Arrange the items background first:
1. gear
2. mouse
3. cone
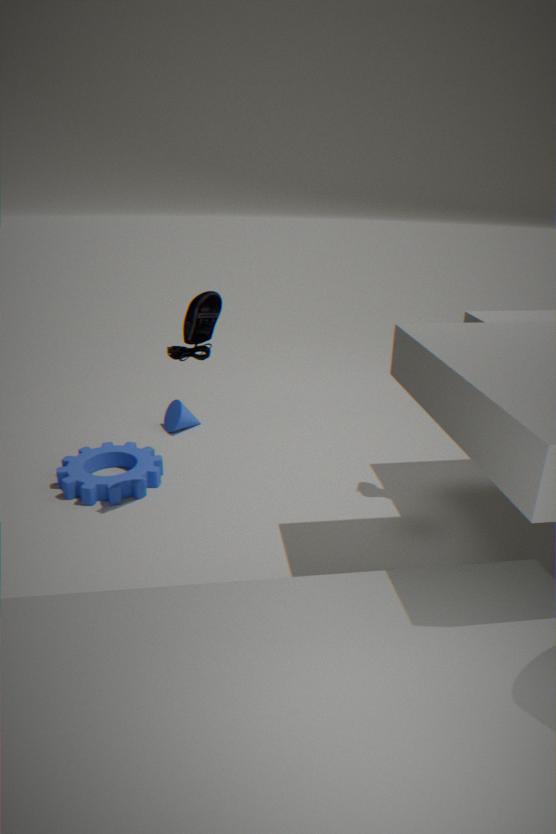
cone, gear, mouse
